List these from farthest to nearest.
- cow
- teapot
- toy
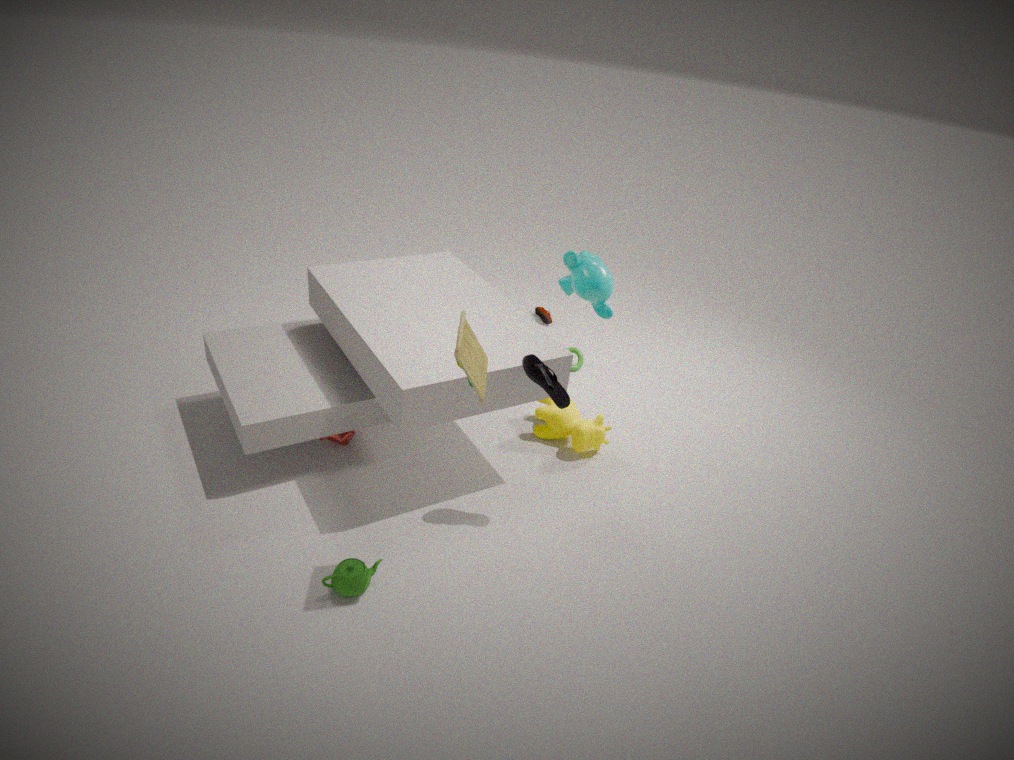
1. cow
2. teapot
3. toy
